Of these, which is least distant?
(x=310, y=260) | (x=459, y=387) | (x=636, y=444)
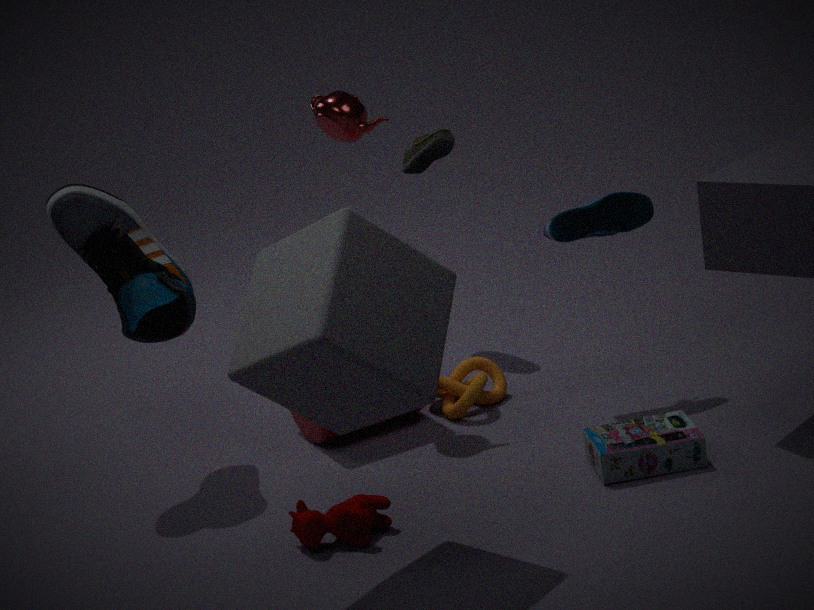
(x=310, y=260)
